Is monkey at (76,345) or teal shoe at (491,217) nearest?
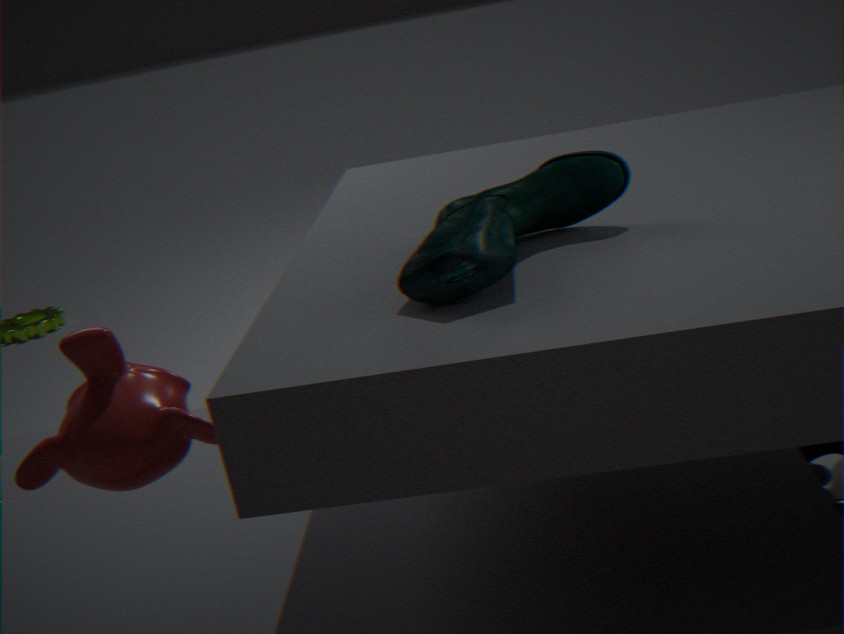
teal shoe at (491,217)
